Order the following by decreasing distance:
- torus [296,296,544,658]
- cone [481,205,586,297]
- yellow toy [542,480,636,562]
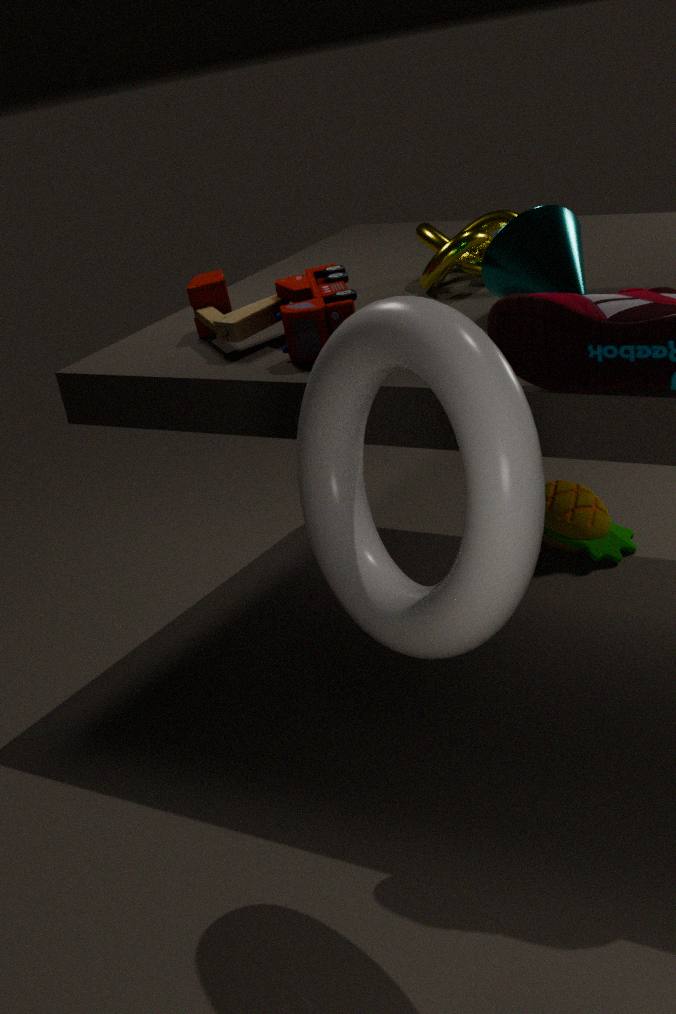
yellow toy [542,480,636,562]
cone [481,205,586,297]
torus [296,296,544,658]
